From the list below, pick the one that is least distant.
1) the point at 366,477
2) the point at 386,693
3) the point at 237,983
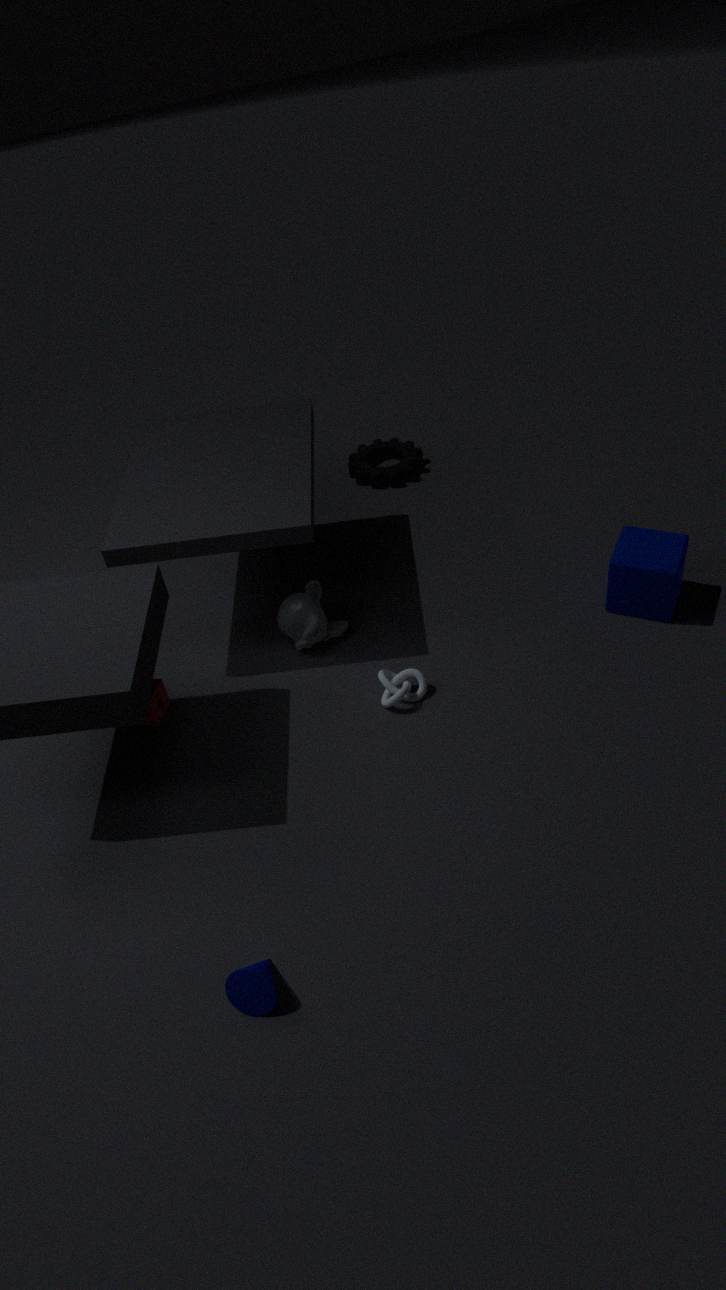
3. the point at 237,983
